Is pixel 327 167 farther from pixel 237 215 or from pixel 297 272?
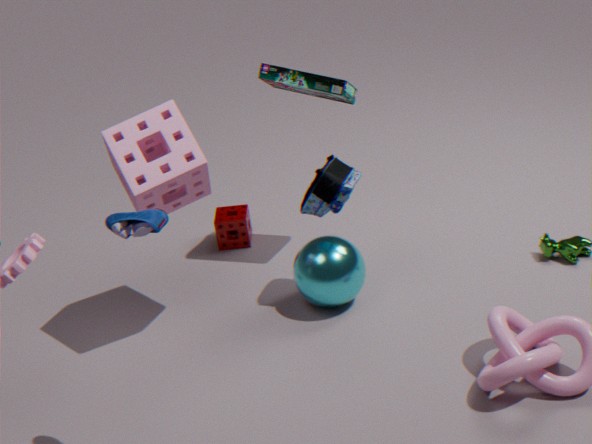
pixel 237 215
